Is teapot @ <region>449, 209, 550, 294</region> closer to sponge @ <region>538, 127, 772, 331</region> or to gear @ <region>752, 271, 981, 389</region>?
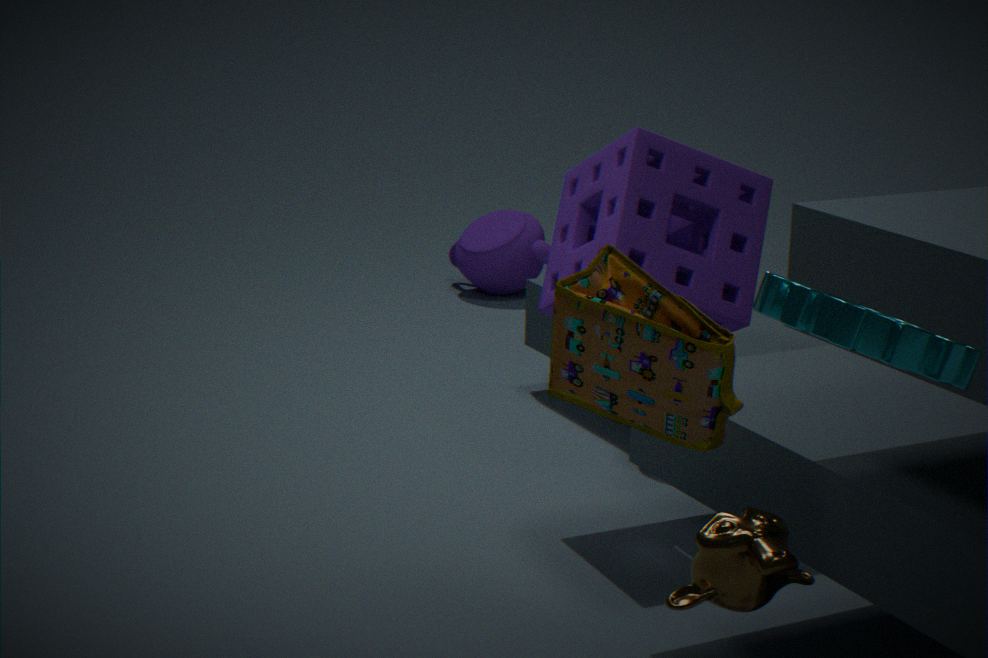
sponge @ <region>538, 127, 772, 331</region>
